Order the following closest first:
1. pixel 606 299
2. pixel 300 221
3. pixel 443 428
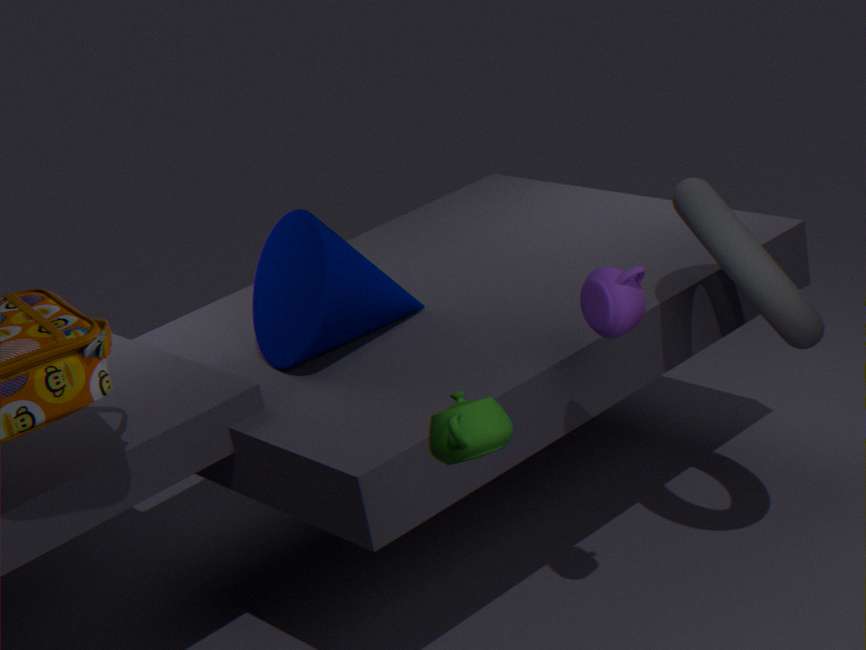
1. pixel 443 428
2. pixel 606 299
3. pixel 300 221
